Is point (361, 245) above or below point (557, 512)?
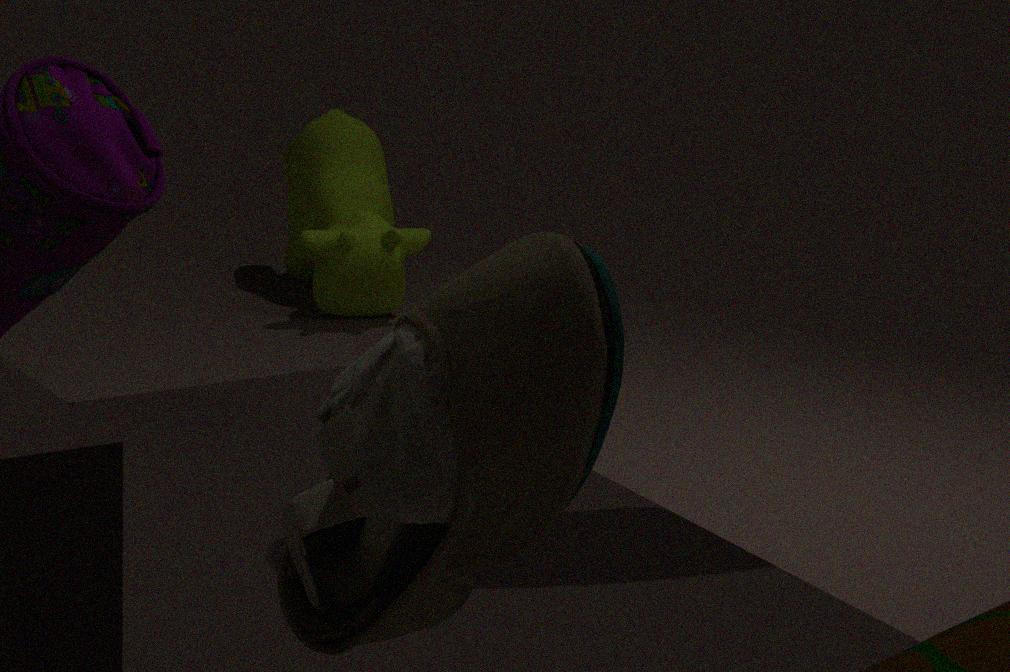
below
